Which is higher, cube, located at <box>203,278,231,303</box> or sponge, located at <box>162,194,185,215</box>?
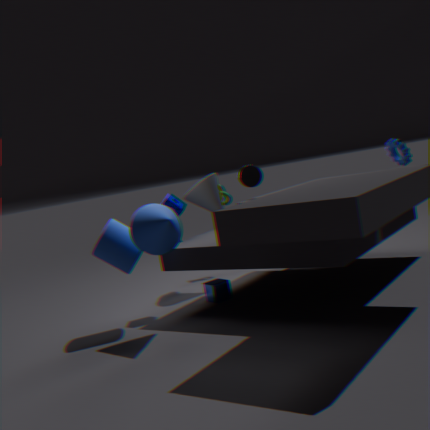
sponge, located at <box>162,194,185,215</box>
